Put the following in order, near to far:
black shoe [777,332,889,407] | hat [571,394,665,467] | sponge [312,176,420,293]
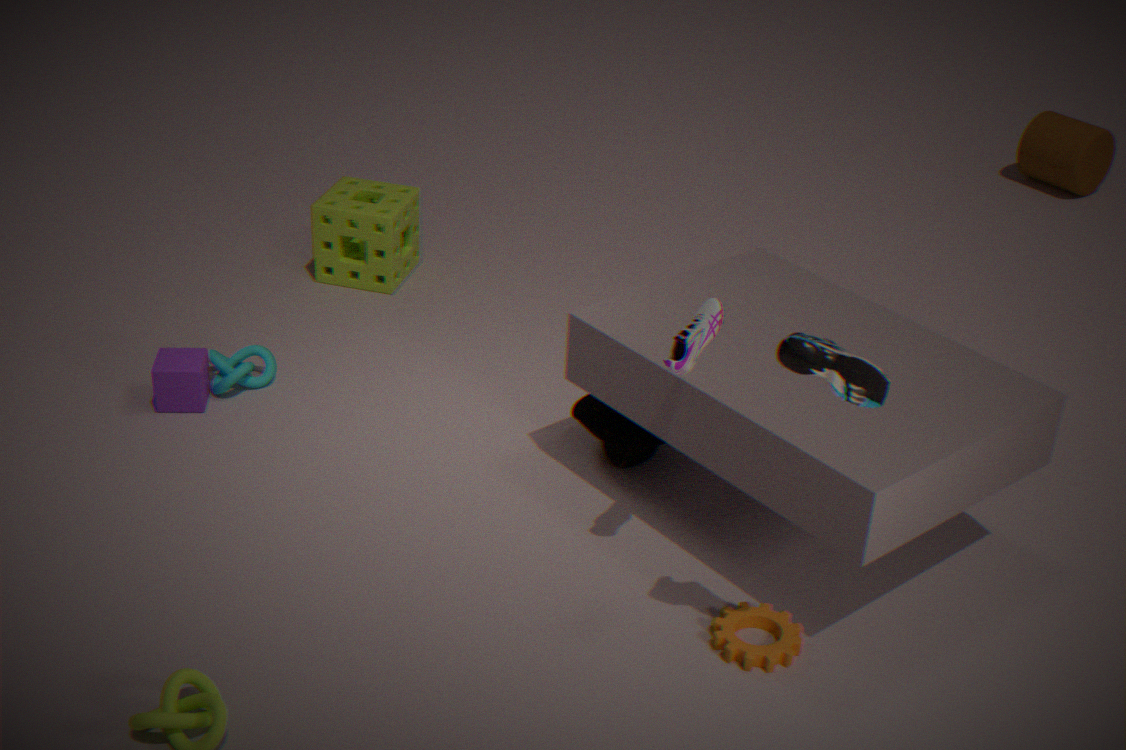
black shoe [777,332,889,407] < hat [571,394,665,467] < sponge [312,176,420,293]
